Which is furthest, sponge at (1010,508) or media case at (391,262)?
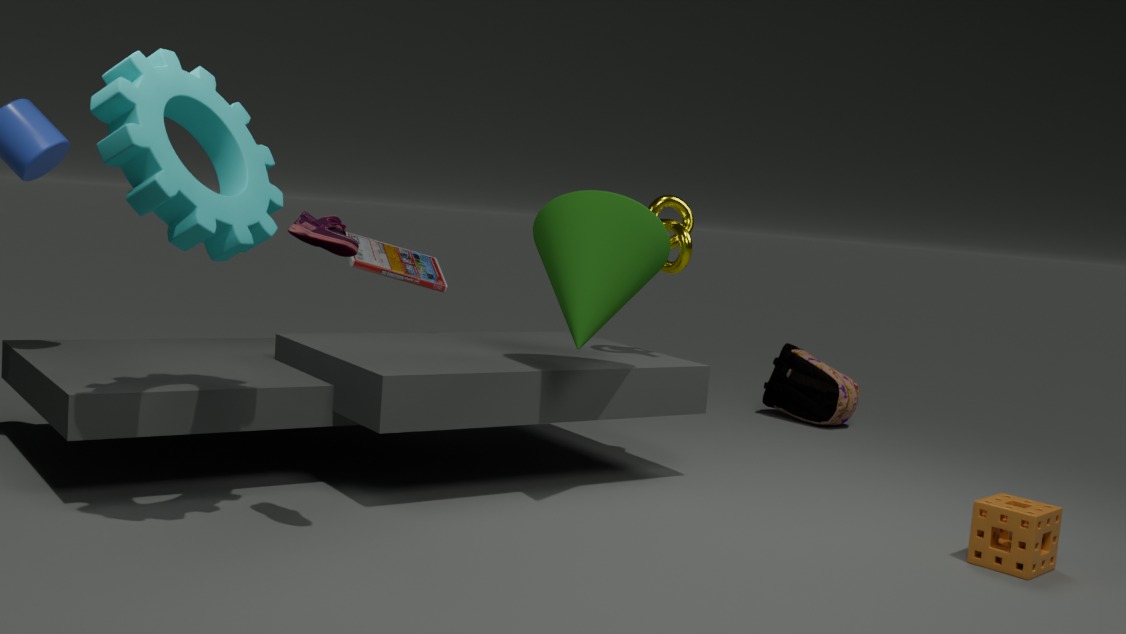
media case at (391,262)
